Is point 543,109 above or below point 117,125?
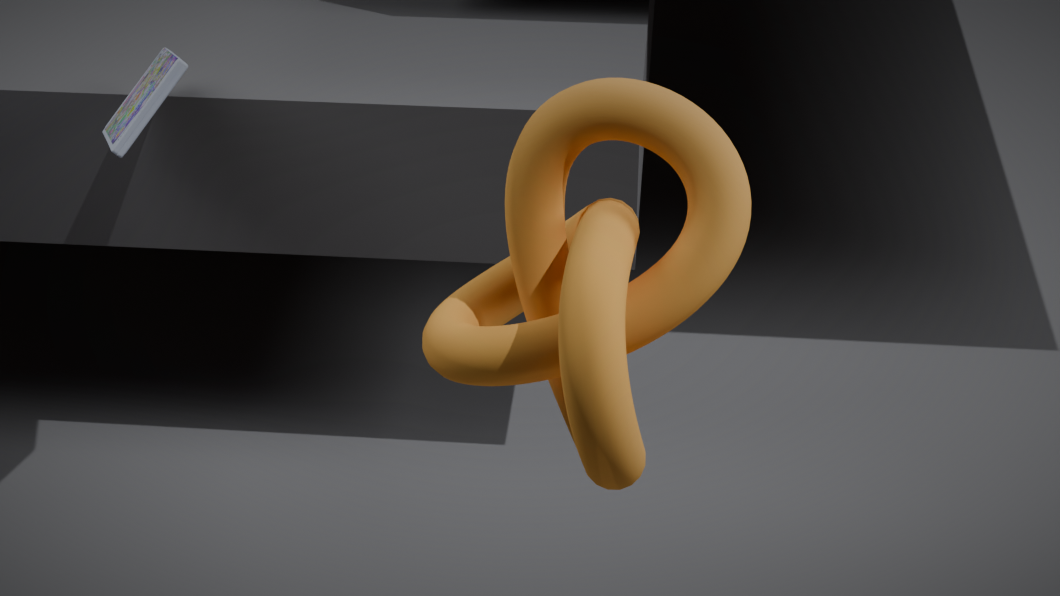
above
